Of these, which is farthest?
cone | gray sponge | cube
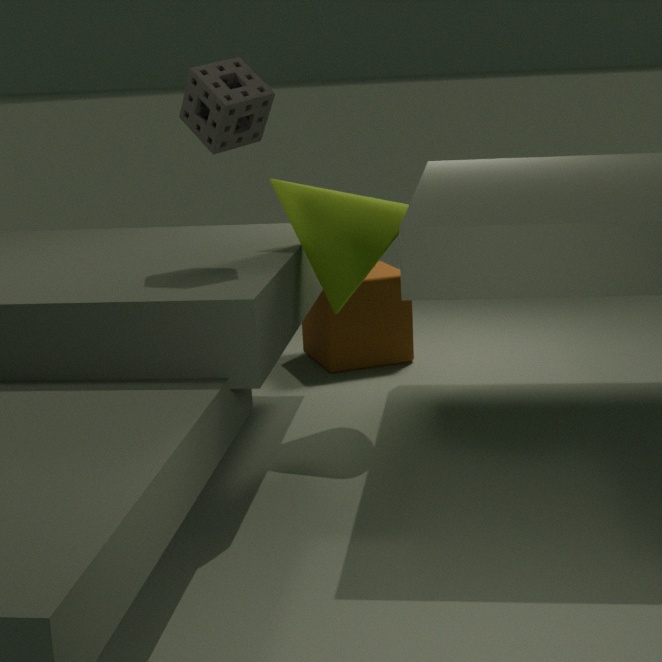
cube
